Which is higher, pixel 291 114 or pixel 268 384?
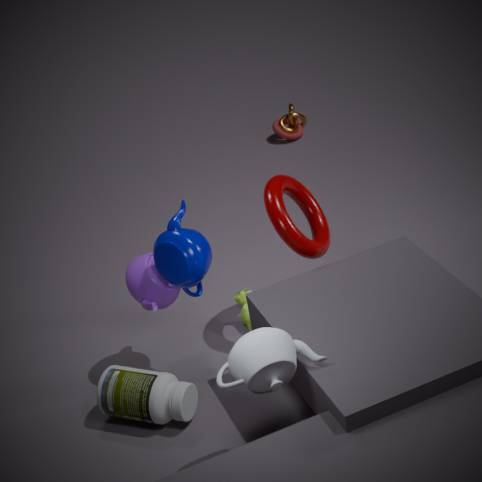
pixel 268 384
